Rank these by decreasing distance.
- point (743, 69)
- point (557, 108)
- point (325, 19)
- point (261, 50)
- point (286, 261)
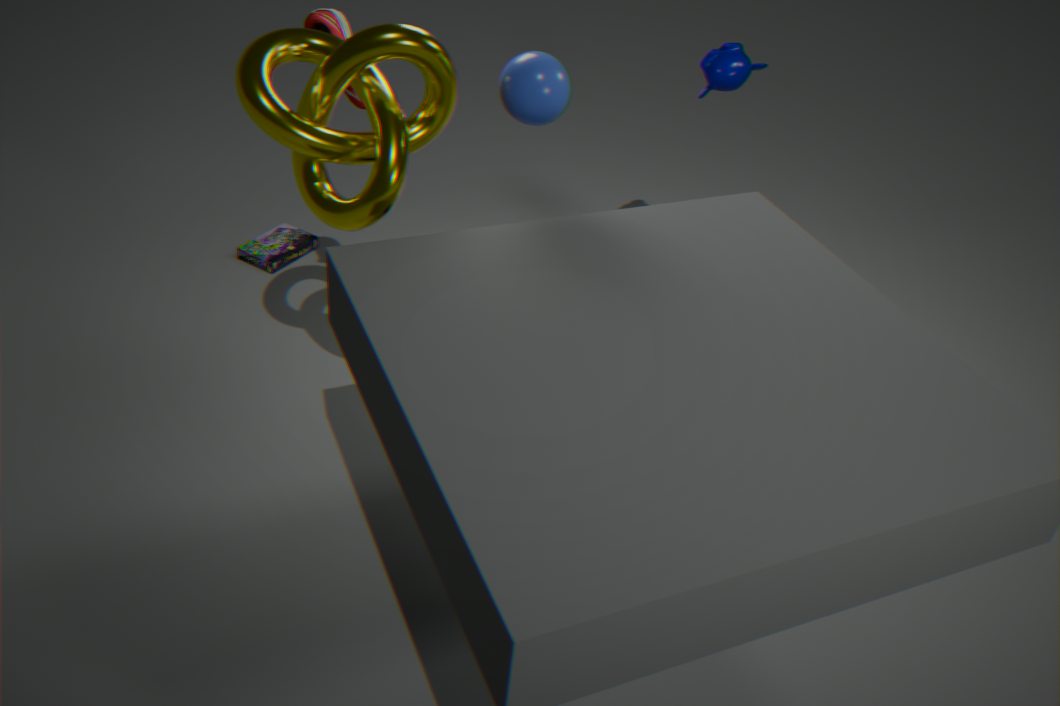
1. point (286, 261)
2. point (743, 69)
3. point (325, 19)
4. point (557, 108)
5. point (261, 50)
